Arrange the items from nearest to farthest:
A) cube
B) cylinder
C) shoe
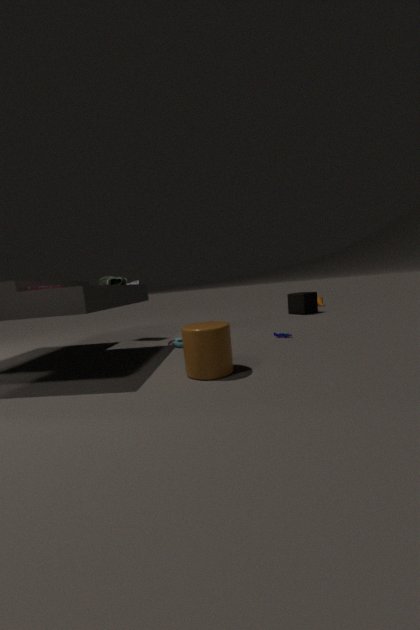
cylinder, shoe, cube
